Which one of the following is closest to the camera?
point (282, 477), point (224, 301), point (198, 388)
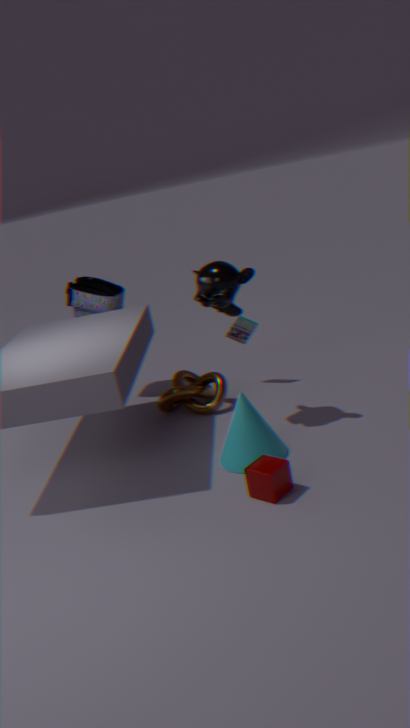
point (282, 477)
